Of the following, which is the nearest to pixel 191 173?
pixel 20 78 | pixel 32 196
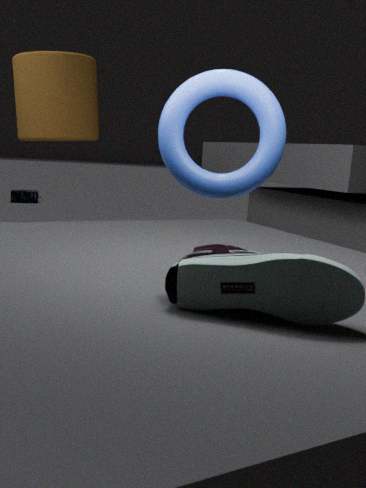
pixel 20 78
